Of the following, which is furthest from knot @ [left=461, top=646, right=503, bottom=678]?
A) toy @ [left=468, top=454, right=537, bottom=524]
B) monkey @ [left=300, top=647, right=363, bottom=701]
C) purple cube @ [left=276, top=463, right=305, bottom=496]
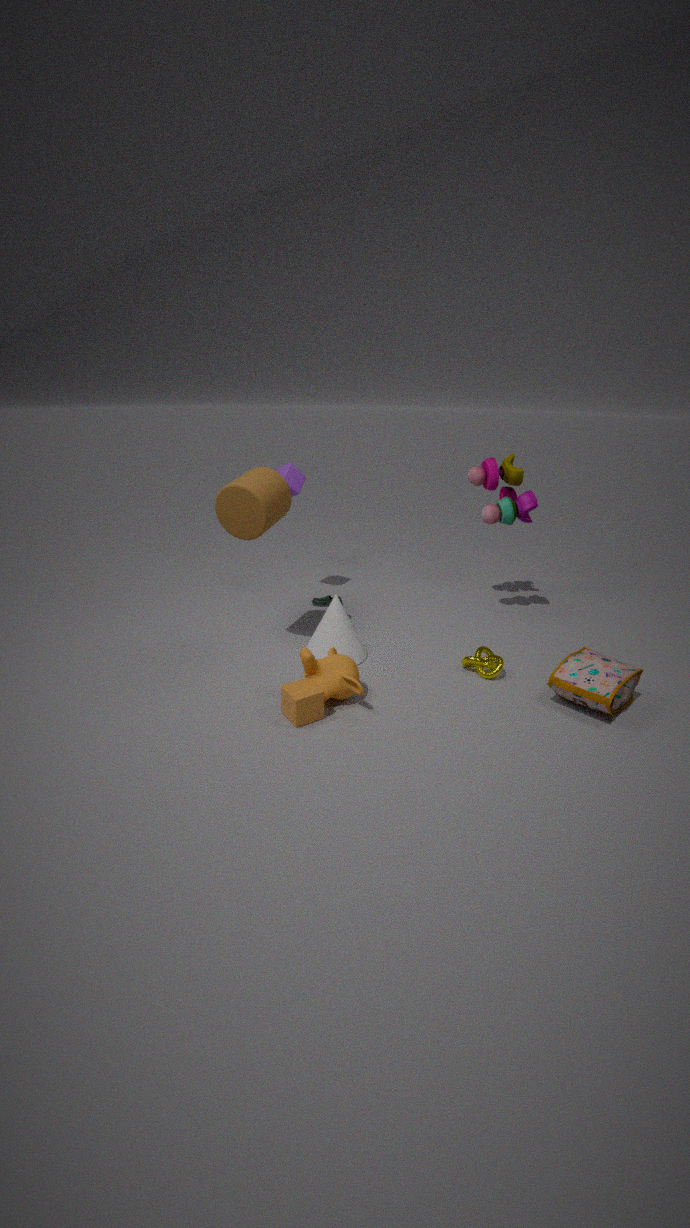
purple cube @ [left=276, top=463, right=305, bottom=496]
